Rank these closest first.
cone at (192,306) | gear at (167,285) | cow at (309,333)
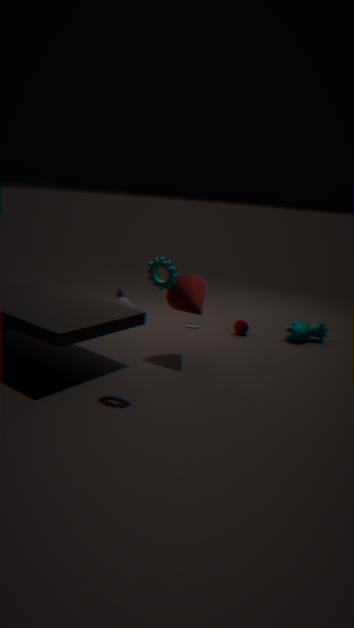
1. gear at (167,285)
2. cone at (192,306)
3. cow at (309,333)
